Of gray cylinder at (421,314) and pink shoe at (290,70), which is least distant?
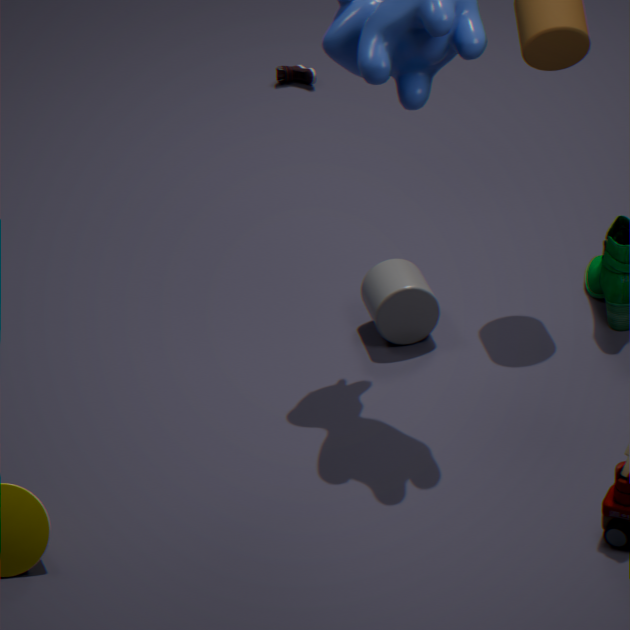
gray cylinder at (421,314)
